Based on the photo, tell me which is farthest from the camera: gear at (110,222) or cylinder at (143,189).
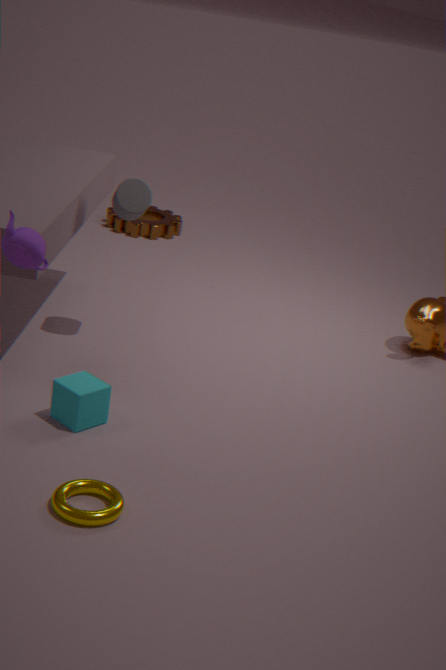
gear at (110,222)
